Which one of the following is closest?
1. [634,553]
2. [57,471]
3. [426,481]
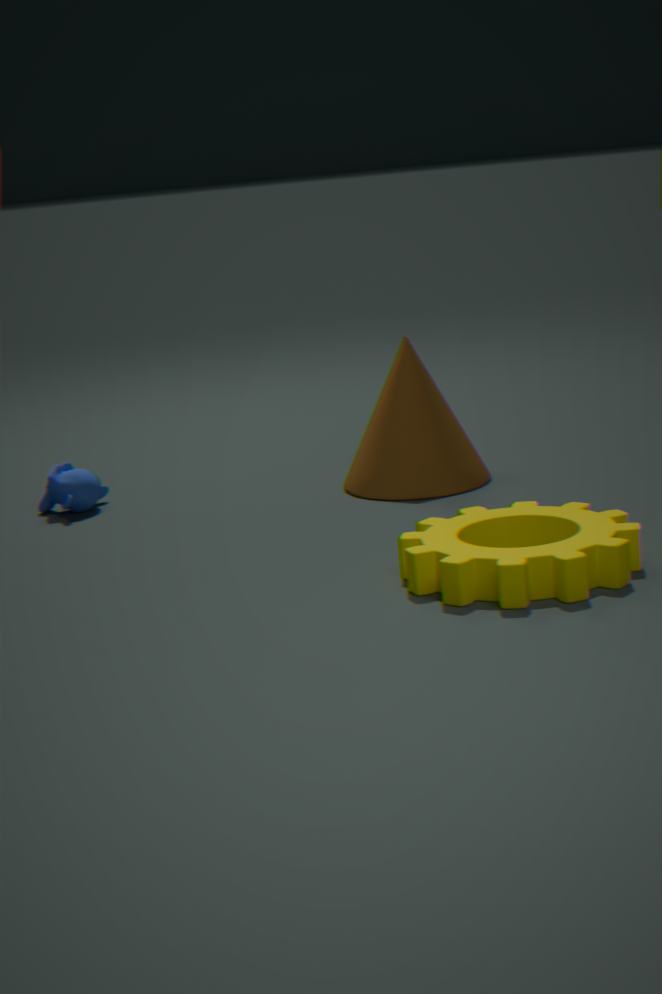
[634,553]
